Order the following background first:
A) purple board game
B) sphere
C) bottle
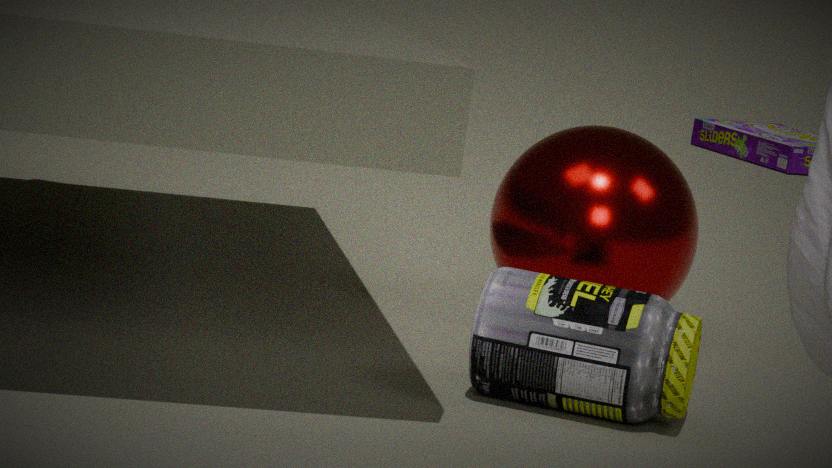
1. purple board game
2. sphere
3. bottle
